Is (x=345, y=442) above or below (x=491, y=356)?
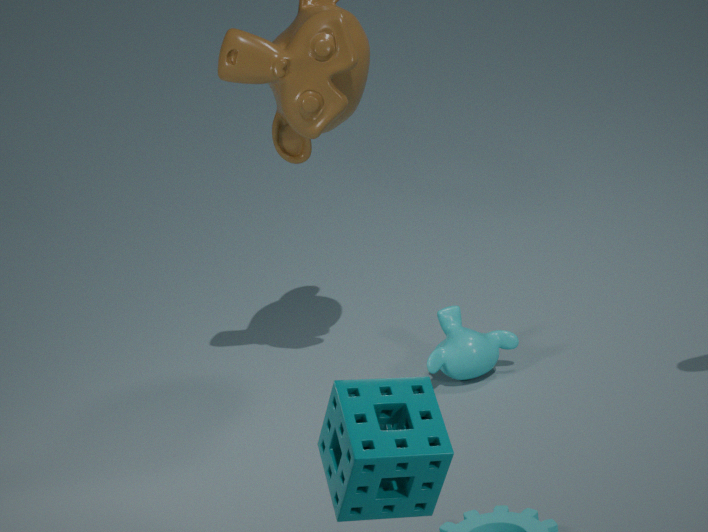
above
